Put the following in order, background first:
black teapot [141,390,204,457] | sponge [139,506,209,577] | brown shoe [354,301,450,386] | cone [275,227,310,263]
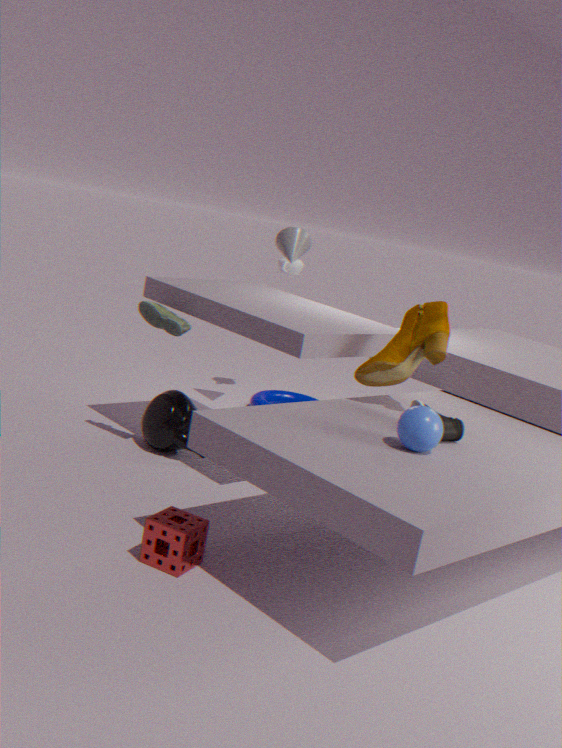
cone [275,227,310,263] < black teapot [141,390,204,457] < brown shoe [354,301,450,386] < sponge [139,506,209,577]
